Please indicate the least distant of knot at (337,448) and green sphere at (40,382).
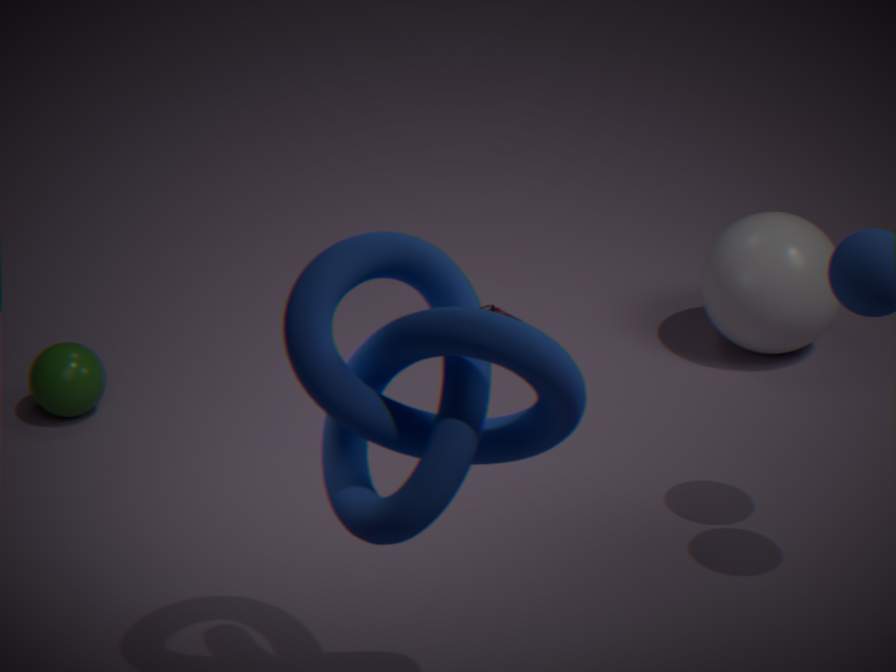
knot at (337,448)
